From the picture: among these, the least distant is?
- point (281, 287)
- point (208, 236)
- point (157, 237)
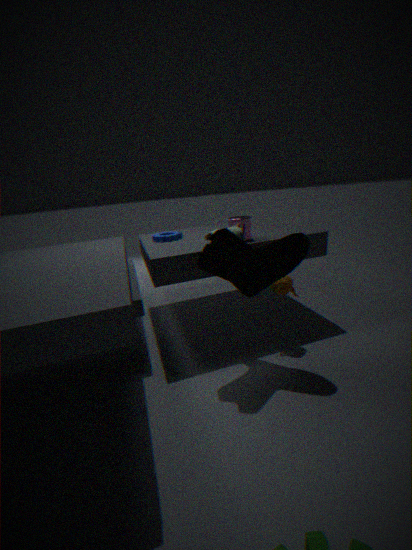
point (281, 287)
